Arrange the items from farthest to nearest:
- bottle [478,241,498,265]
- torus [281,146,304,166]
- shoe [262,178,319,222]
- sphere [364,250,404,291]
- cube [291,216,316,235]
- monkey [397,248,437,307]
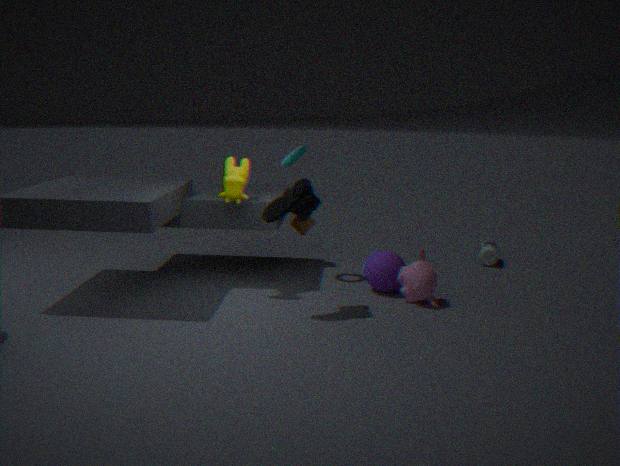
bottle [478,241,498,265]
cube [291,216,316,235]
torus [281,146,304,166]
sphere [364,250,404,291]
monkey [397,248,437,307]
shoe [262,178,319,222]
